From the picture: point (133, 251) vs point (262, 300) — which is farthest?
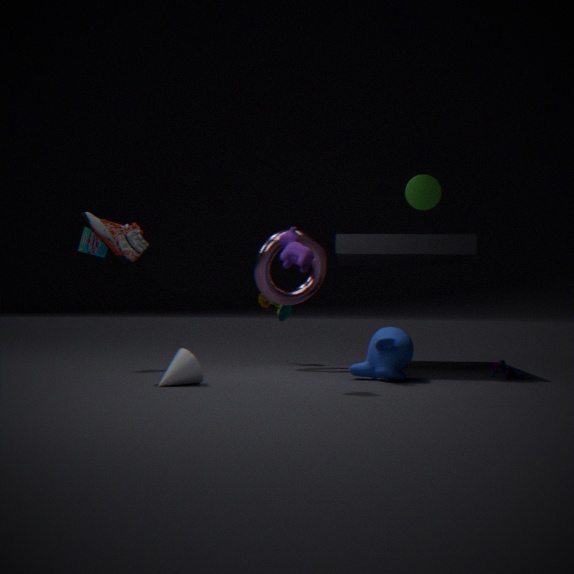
point (262, 300)
